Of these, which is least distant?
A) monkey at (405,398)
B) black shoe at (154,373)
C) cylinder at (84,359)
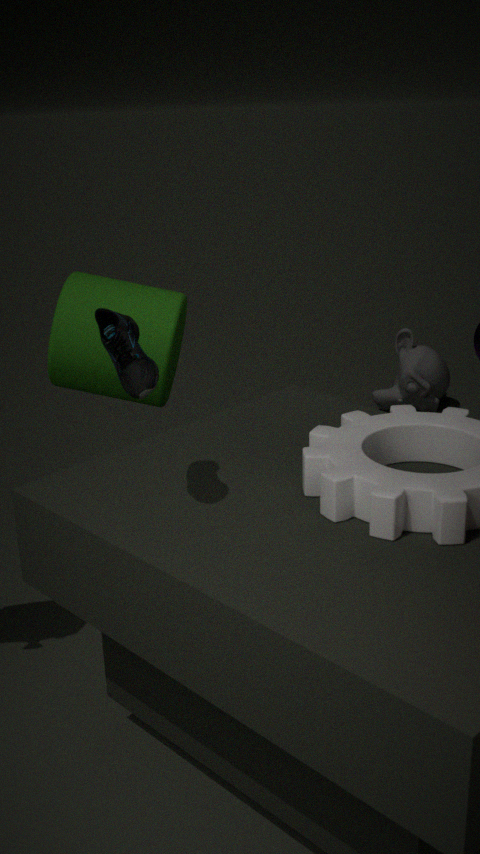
black shoe at (154,373)
